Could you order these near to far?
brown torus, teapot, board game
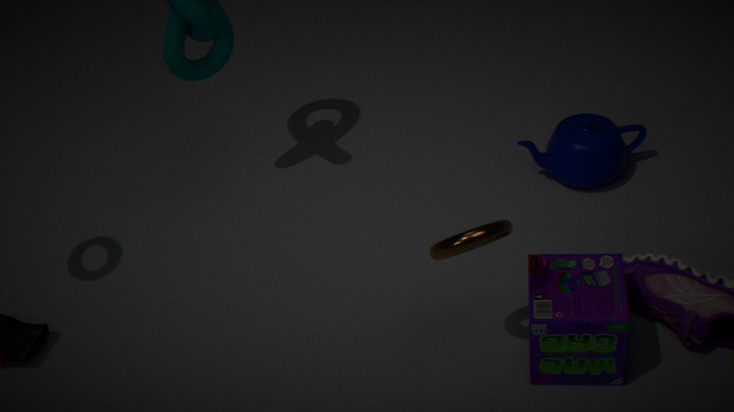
brown torus
board game
teapot
